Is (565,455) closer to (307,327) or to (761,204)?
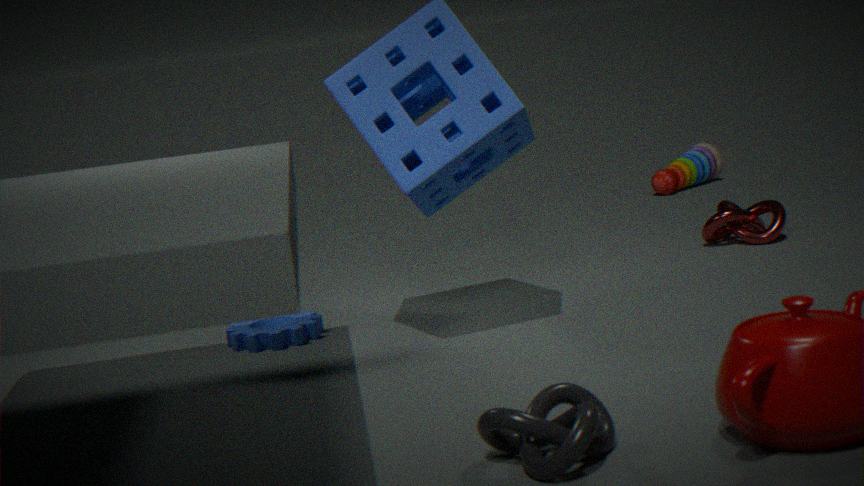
(307,327)
